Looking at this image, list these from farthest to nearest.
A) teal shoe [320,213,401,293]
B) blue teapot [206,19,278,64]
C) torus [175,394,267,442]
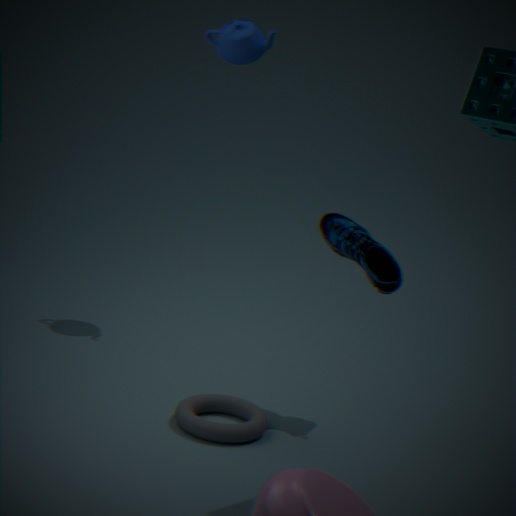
blue teapot [206,19,278,64]
teal shoe [320,213,401,293]
torus [175,394,267,442]
